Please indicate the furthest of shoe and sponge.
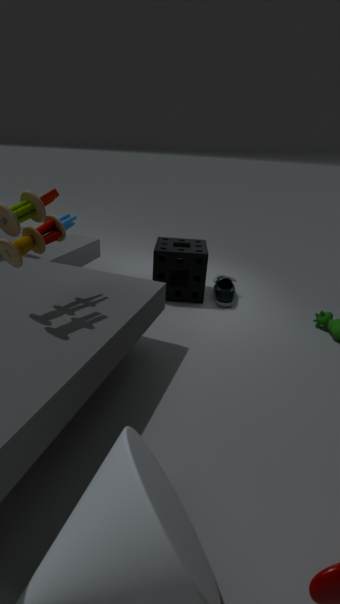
shoe
